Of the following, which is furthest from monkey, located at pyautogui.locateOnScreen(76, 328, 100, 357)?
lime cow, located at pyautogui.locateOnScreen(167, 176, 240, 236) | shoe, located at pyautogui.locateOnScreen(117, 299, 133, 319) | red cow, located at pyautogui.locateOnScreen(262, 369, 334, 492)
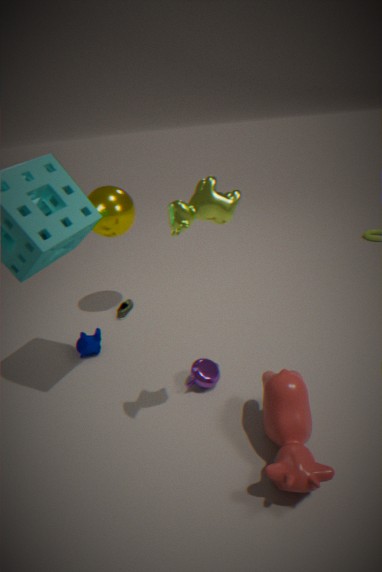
lime cow, located at pyautogui.locateOnScreen(167, 176, 240, 236)
